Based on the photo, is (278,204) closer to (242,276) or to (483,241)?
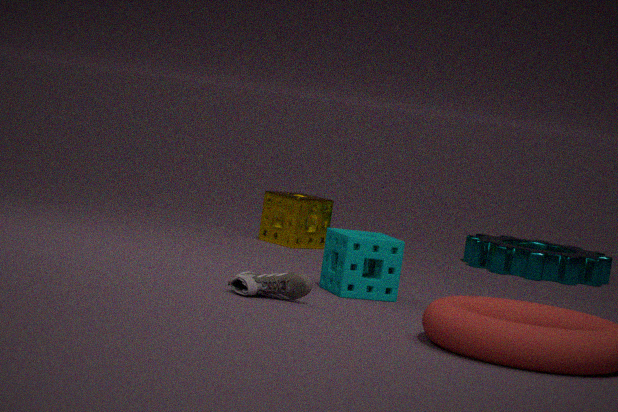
(483,241)
